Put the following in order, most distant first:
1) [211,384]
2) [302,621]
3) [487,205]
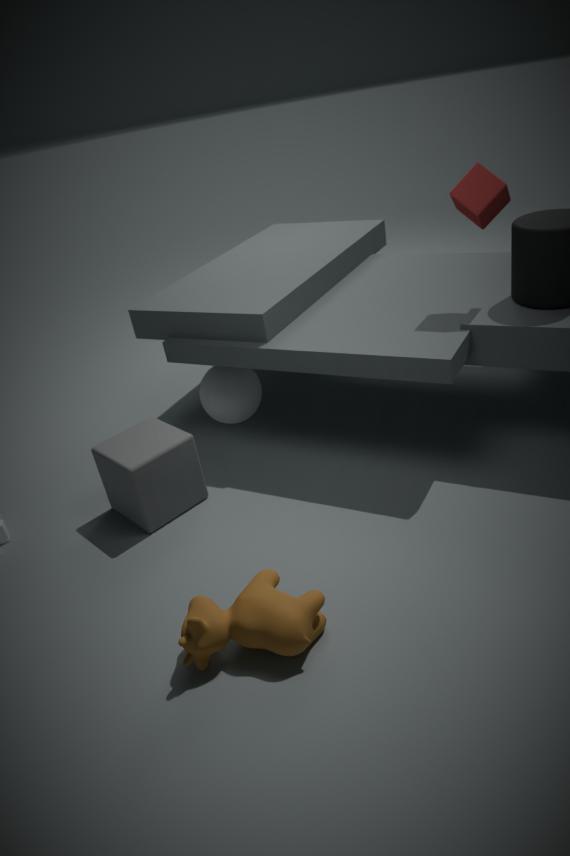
1. [211,384] → 3. [487,205] → 2. [302,621]
